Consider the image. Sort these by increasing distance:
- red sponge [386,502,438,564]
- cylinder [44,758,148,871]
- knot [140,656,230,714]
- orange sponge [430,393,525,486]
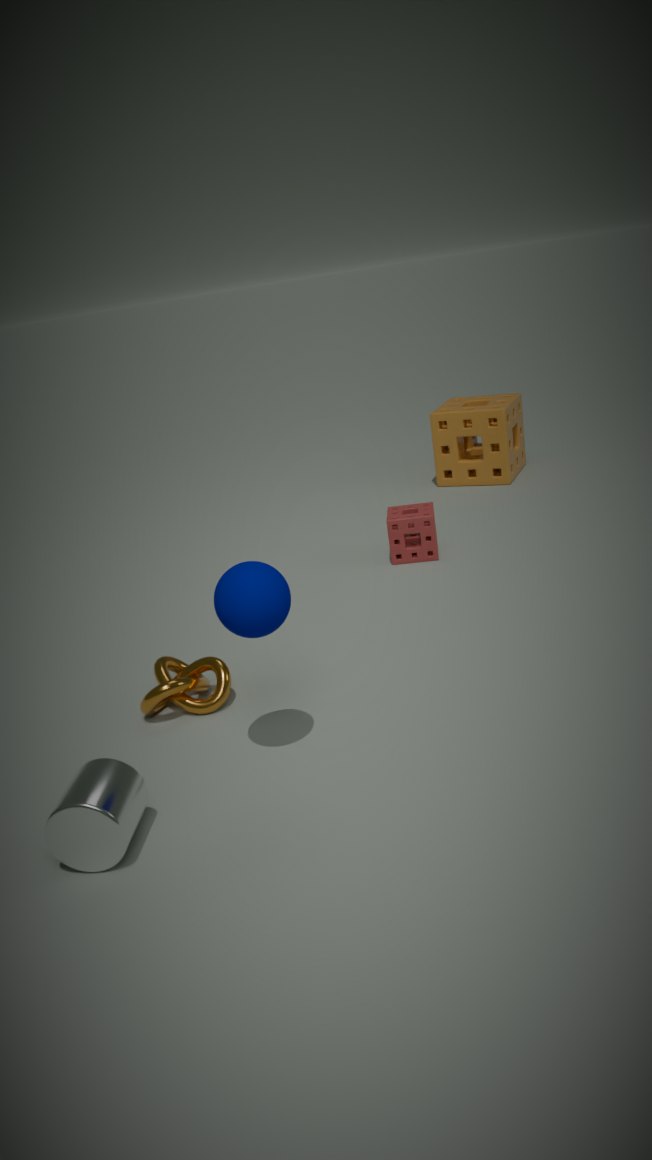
cylinder [44,758,148,871]
knot [140,656,230,714]
red sponge [386,502,438,564]
orange sponge [430,393,525,486]
